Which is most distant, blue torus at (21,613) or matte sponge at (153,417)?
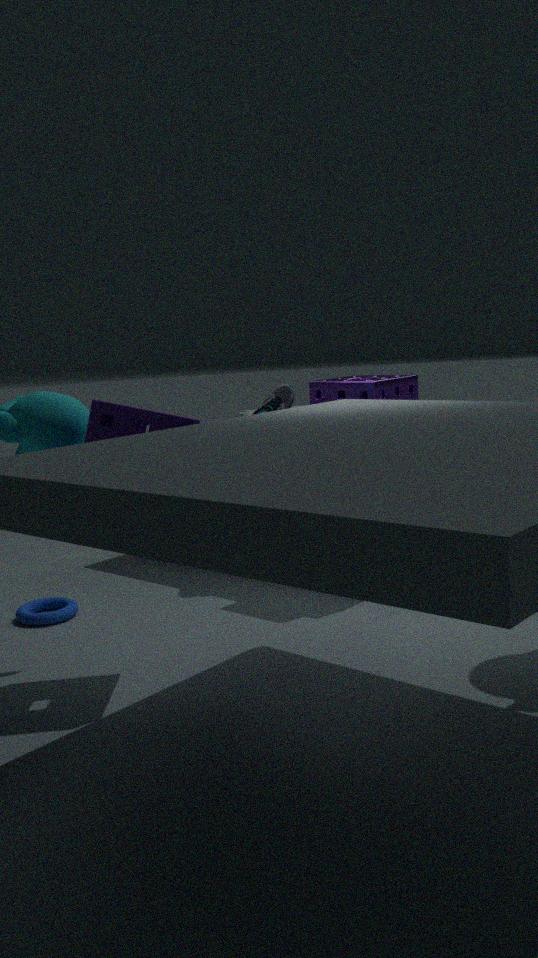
blue torus at (21,613)
